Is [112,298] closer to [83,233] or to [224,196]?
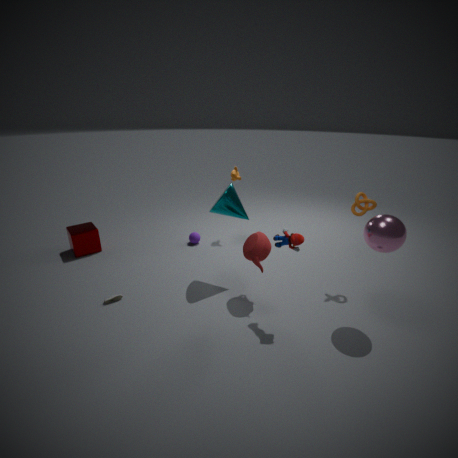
[83,233]
